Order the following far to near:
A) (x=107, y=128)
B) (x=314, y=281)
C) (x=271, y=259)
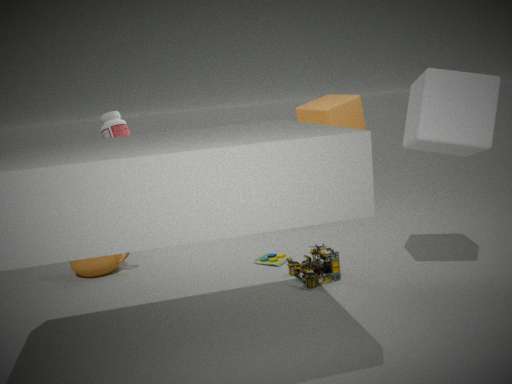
(x=107, y=128) → (x=271, y=259) → (x=314, y=281)
